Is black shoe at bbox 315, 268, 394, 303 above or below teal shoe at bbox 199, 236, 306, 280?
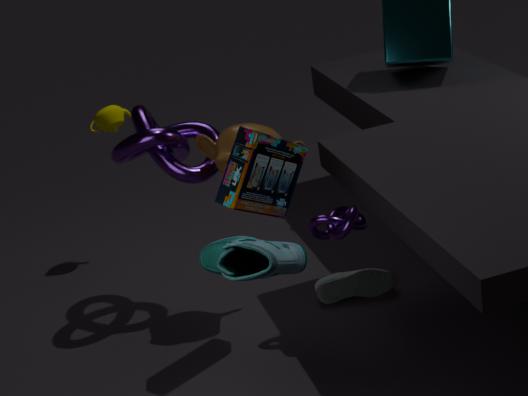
below
